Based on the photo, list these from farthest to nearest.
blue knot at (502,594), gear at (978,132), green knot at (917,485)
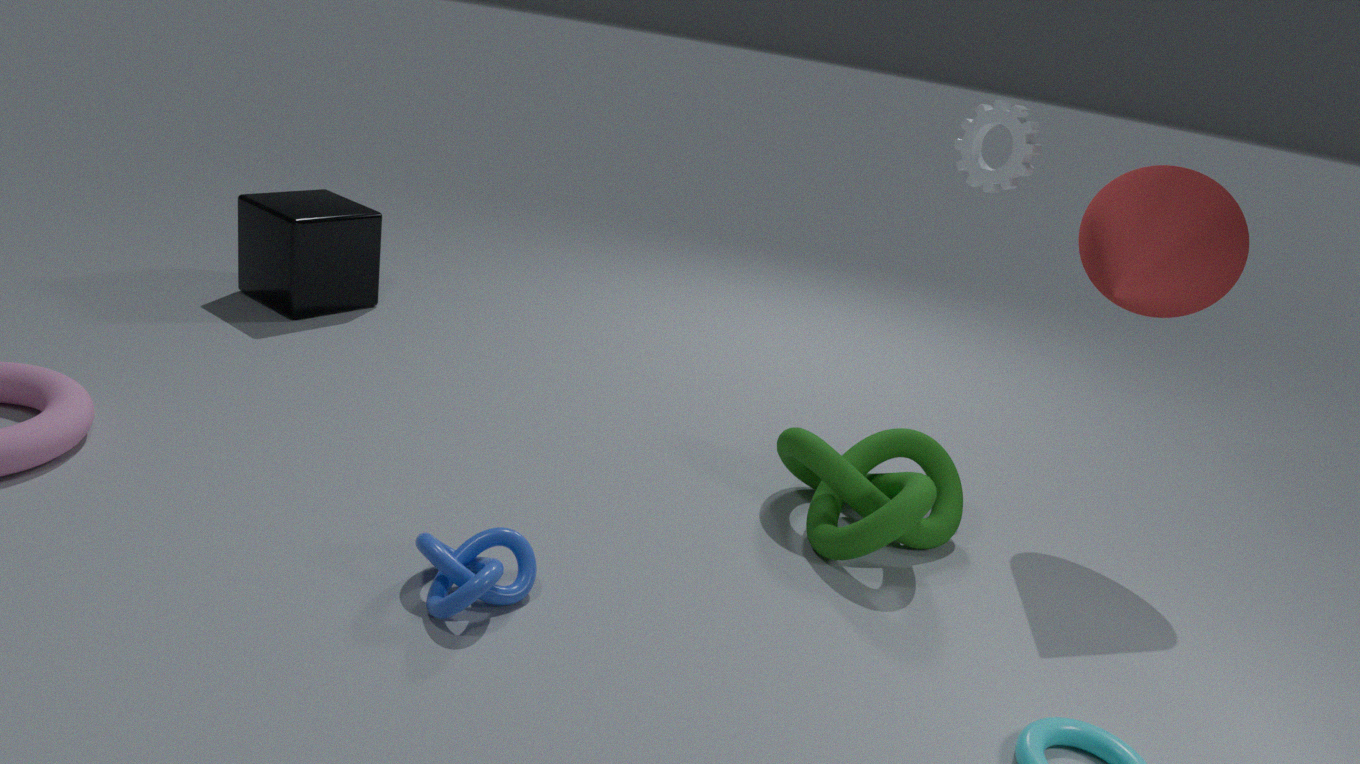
gear at (978,132)
green knot at (917,485)
blue knot at (502,594)
